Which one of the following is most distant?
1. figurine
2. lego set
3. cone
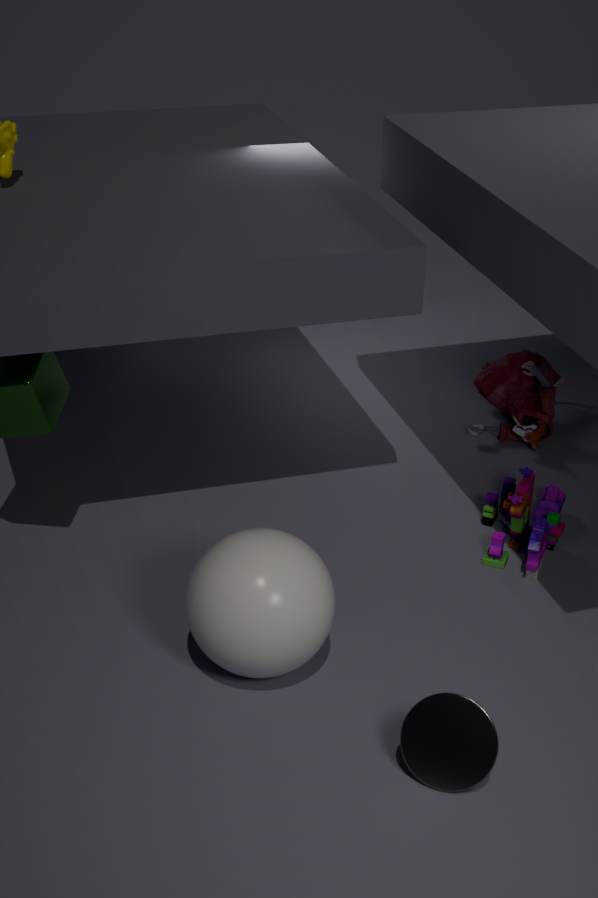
figurine
